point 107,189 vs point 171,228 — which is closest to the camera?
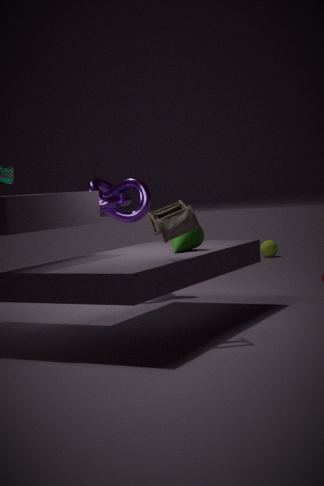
point 171,228
